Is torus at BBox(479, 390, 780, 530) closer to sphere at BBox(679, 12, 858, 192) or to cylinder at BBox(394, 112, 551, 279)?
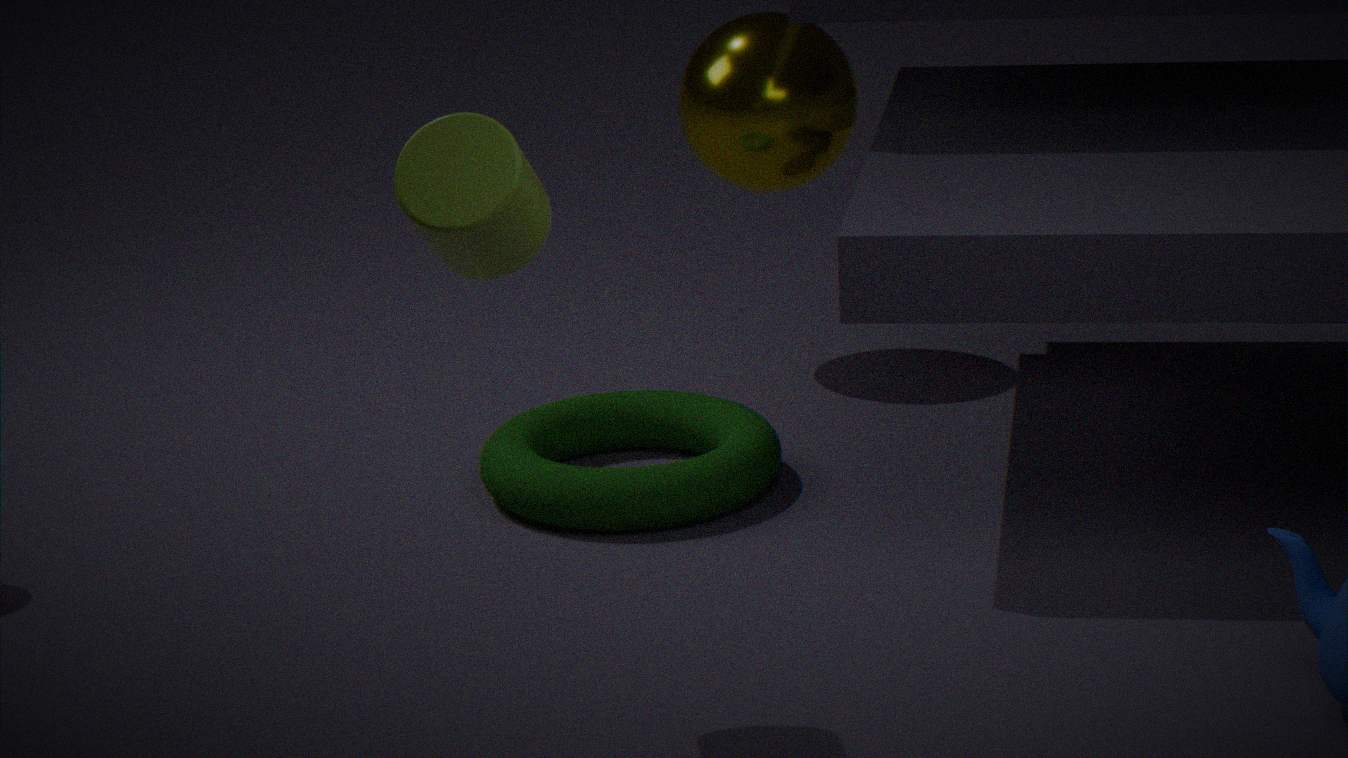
sphere at BBox(679, 12, 858, 192)
